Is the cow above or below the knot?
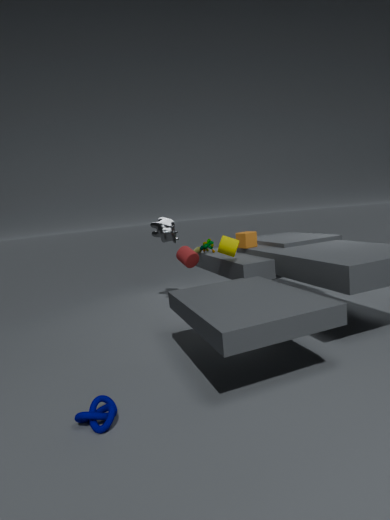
above
